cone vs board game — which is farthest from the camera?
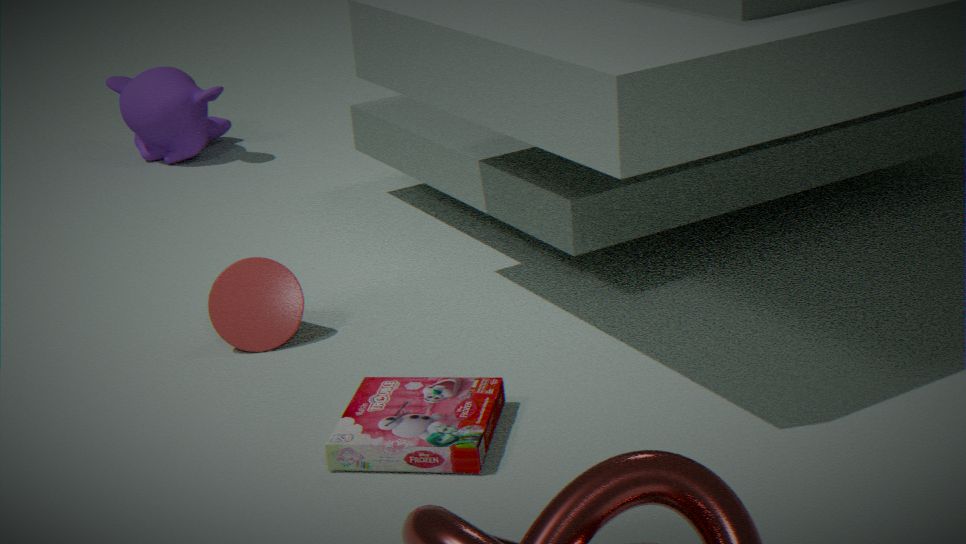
cone
